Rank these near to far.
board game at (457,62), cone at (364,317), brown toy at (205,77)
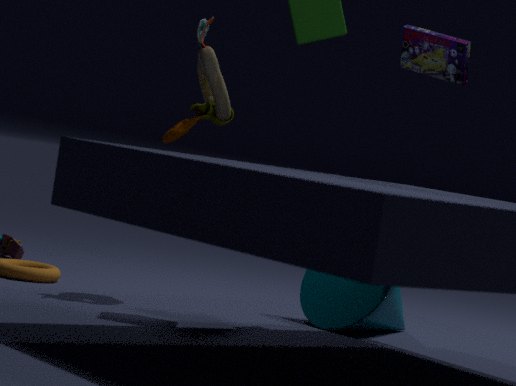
1. board game at (457,62)
2. brown toy at (205,77)
3. cone at (364,317)
